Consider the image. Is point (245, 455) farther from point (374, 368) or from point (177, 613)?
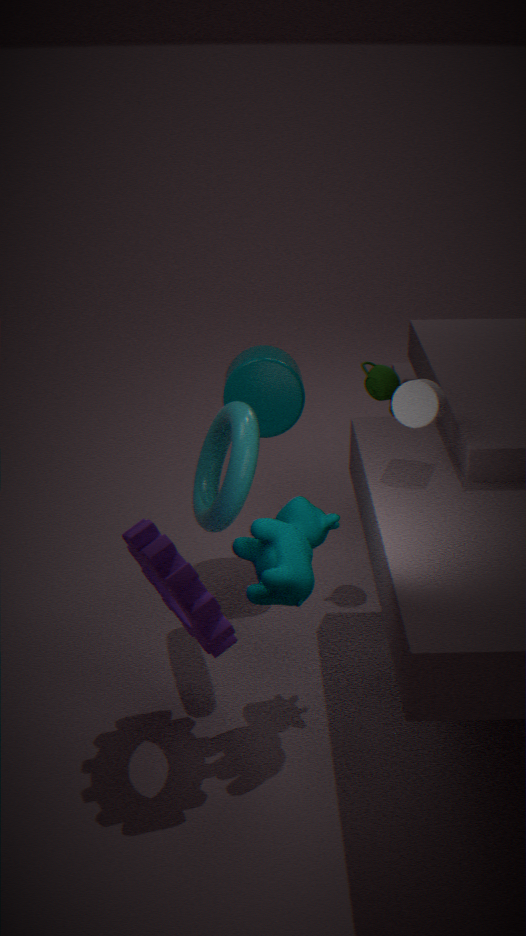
point (374, 368)
